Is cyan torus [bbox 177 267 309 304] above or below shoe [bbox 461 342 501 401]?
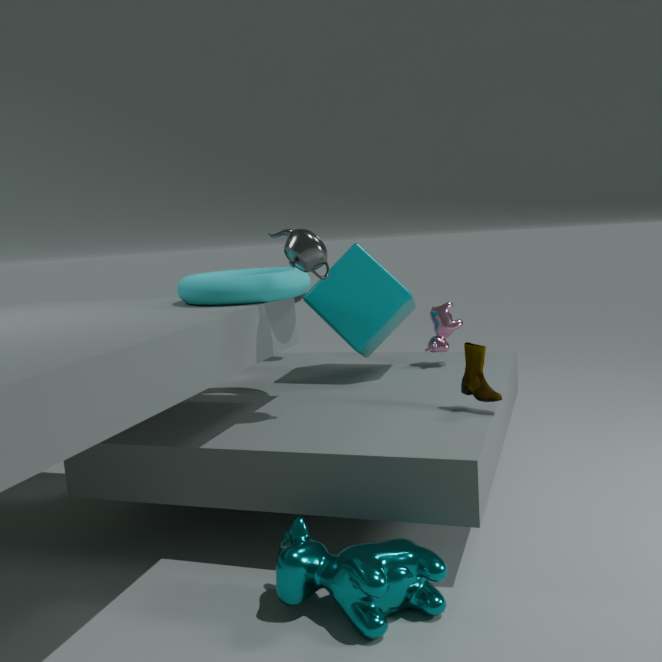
above
